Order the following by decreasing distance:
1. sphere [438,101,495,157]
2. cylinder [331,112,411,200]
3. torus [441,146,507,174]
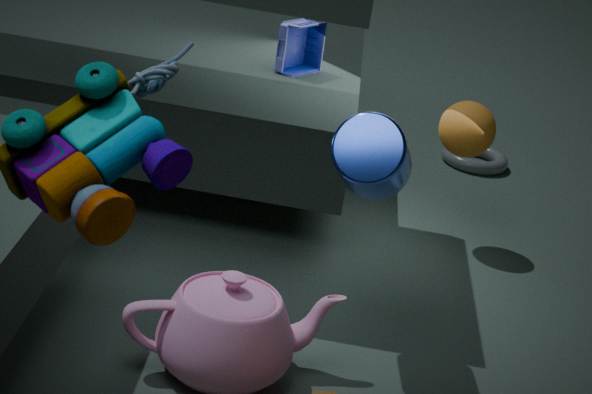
1. torus [441,146,507,174]
2. sphere [438,101,495,157]
3. cylinder [331,112,411,200]
